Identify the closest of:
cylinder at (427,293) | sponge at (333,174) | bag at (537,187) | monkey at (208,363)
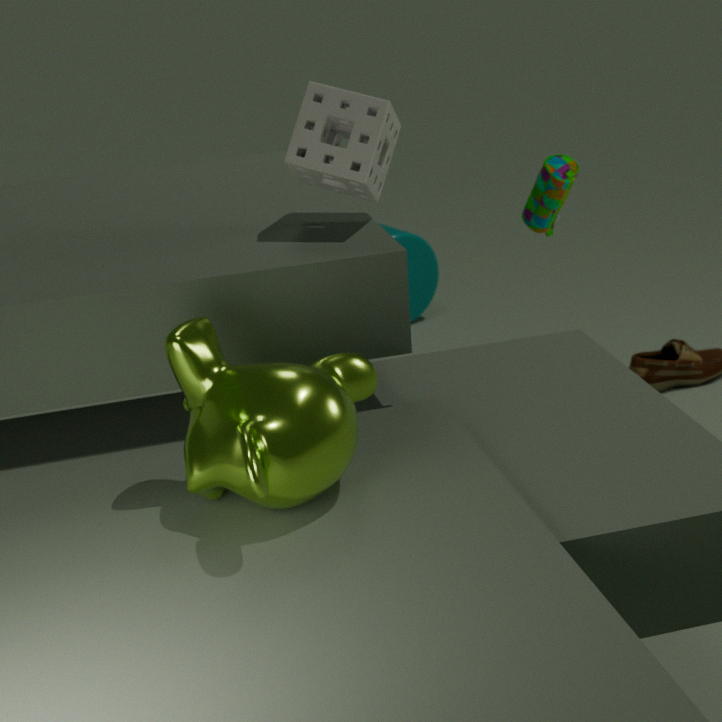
monkey at (208,363)
